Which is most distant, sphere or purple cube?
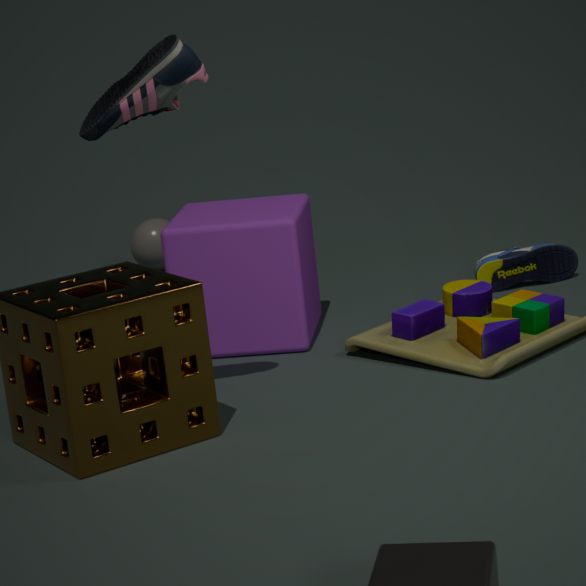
sphere
